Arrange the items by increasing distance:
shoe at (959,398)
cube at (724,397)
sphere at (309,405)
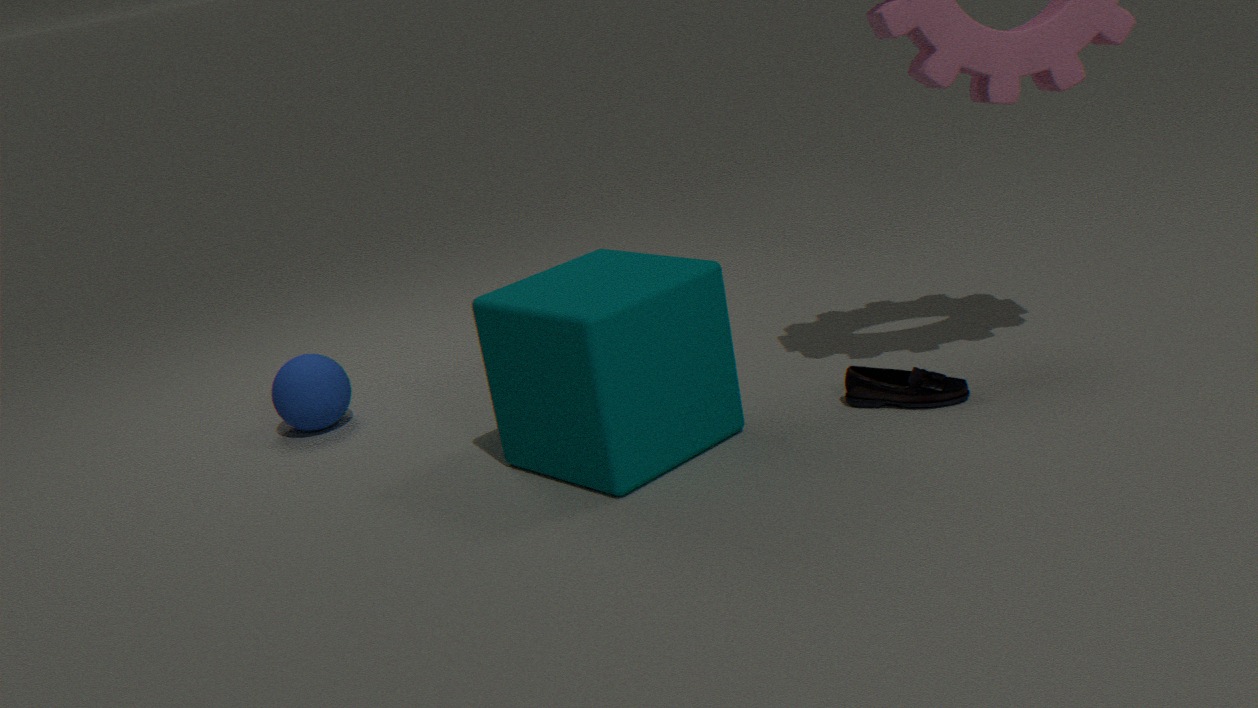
cube at (724,397) < shoe at (959,398) < sphere at (309,405)
